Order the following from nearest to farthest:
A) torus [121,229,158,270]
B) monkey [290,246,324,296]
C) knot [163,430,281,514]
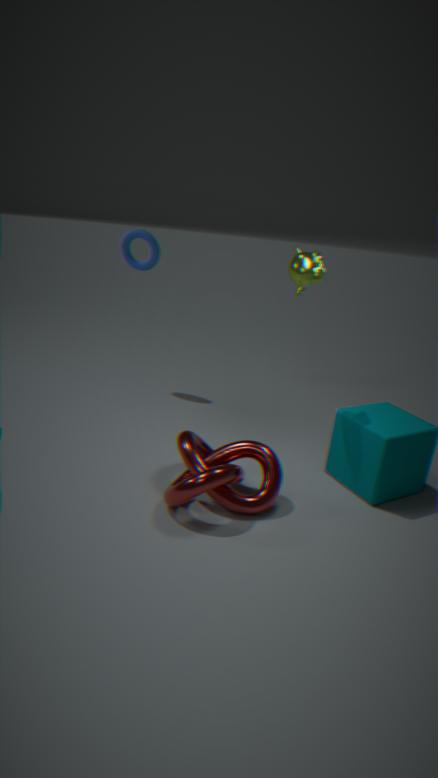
knot [163,430,281,514]
monkey [290,246,324,296]
torus [121,229,158,270]
